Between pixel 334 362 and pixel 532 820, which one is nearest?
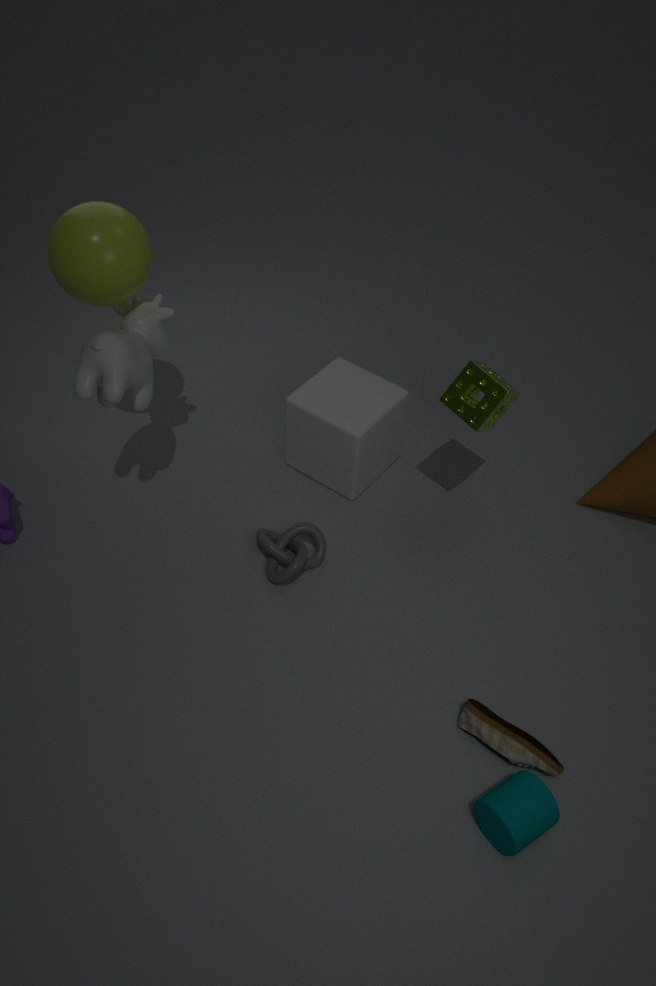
pixel 532 820
